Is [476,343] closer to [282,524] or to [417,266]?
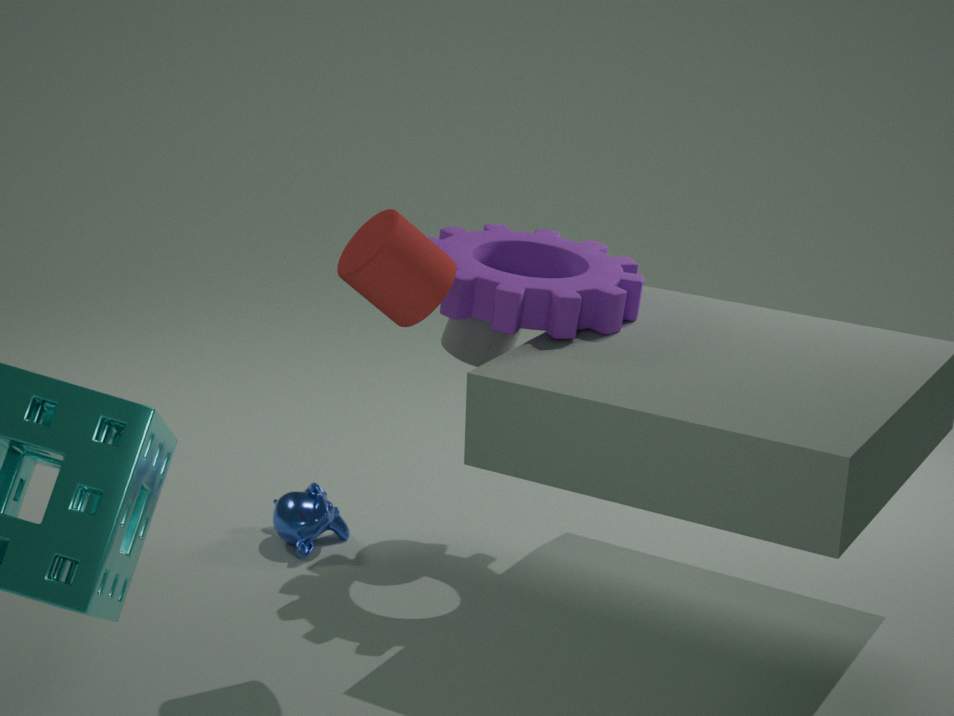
[282,524]
